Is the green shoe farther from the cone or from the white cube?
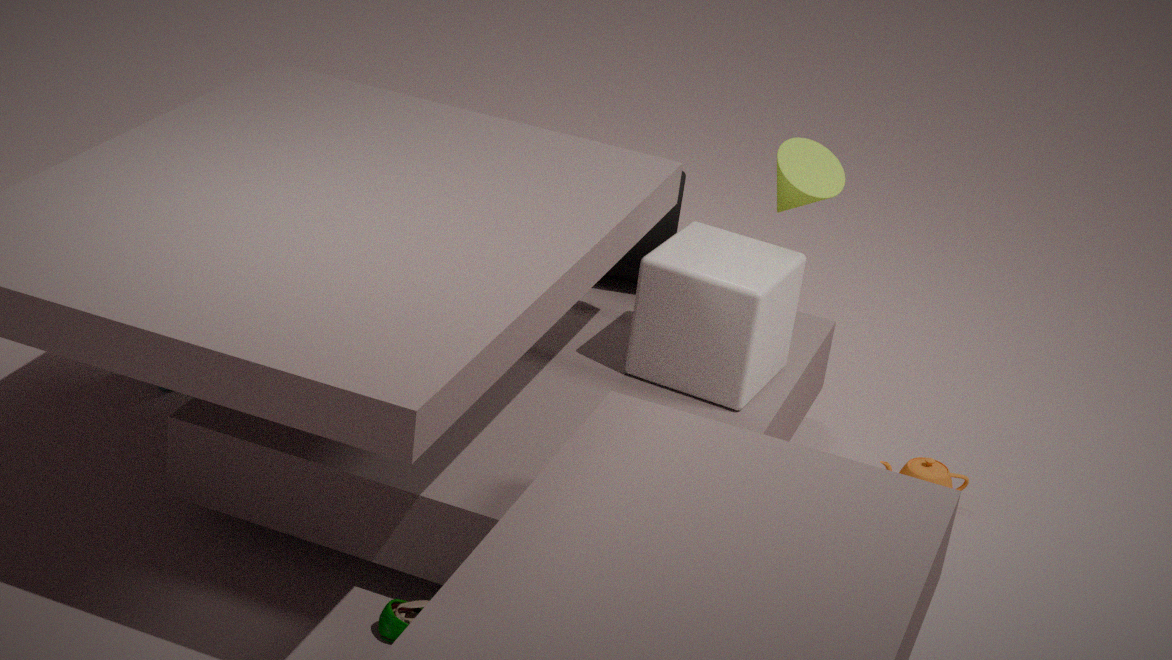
the cone
